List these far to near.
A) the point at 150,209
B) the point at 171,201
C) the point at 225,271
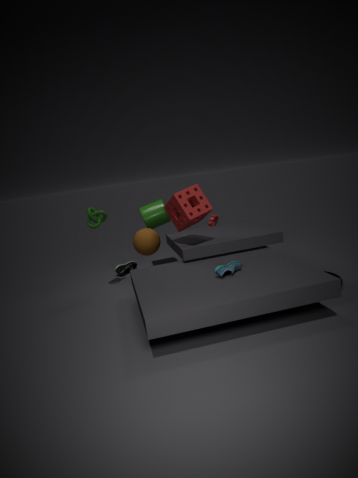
the point at 150,209
the point at 171,201
the point at 225,271
